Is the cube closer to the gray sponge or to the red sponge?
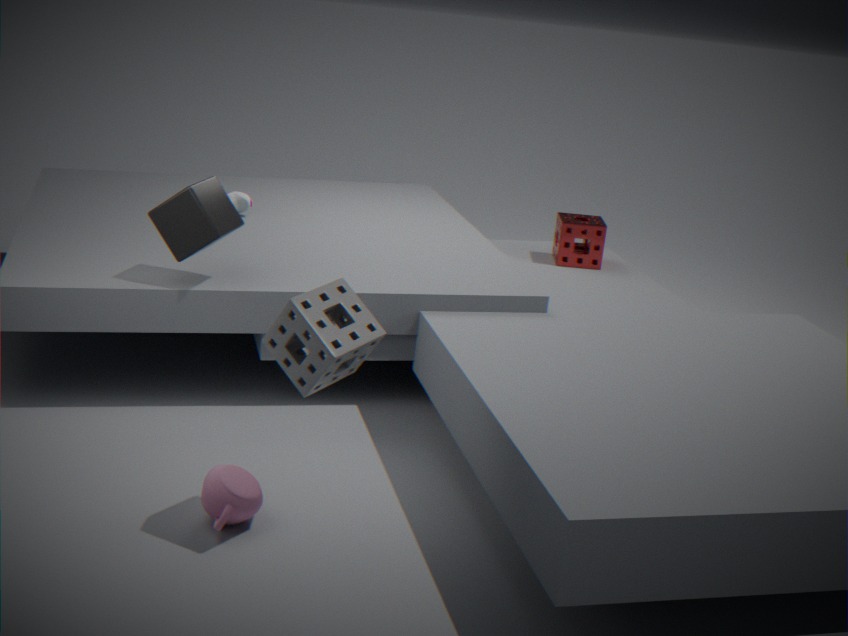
the gray sponge
